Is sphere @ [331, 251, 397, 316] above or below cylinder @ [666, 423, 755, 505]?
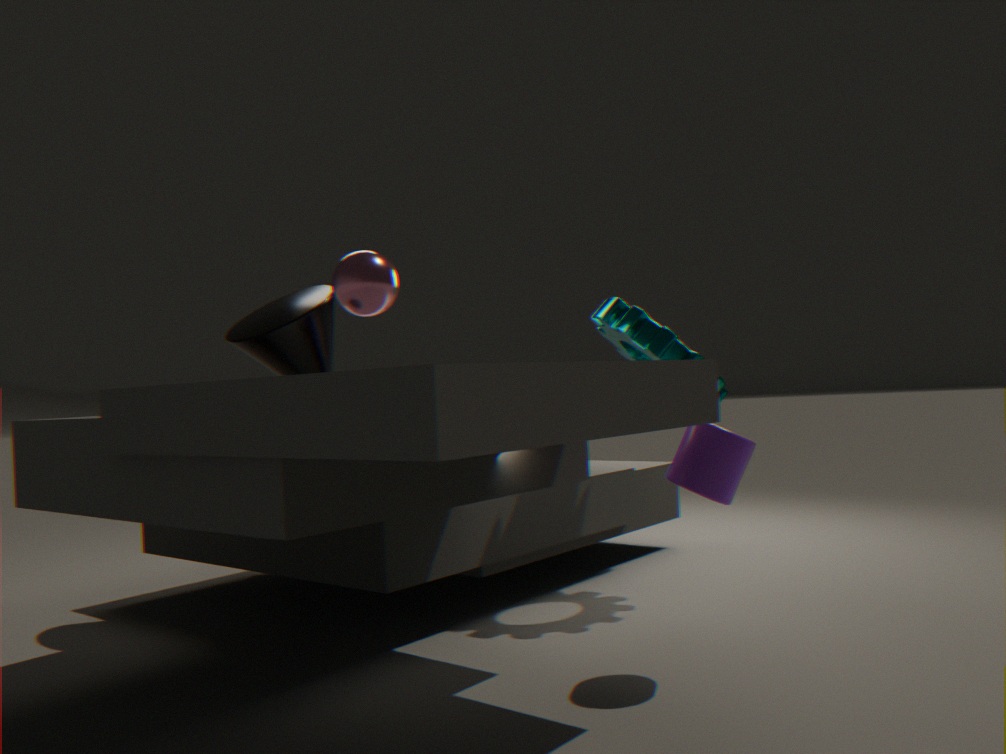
above
